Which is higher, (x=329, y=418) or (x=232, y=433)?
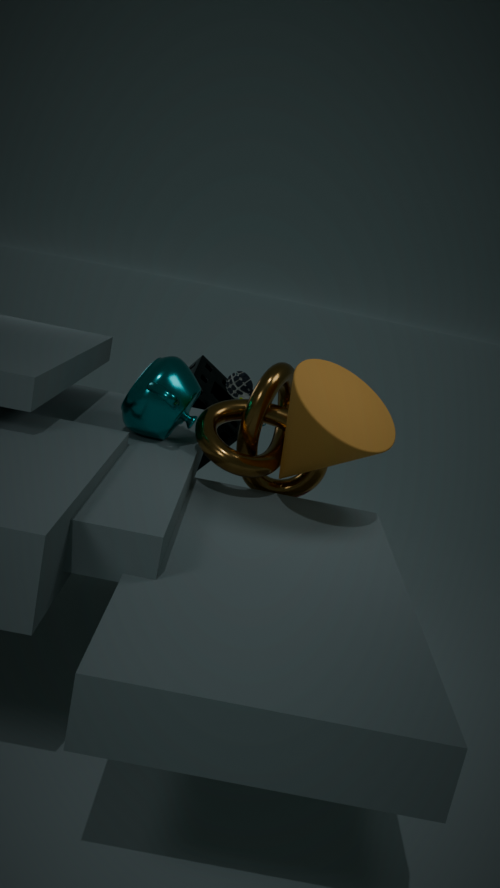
(x=329, y=418)
